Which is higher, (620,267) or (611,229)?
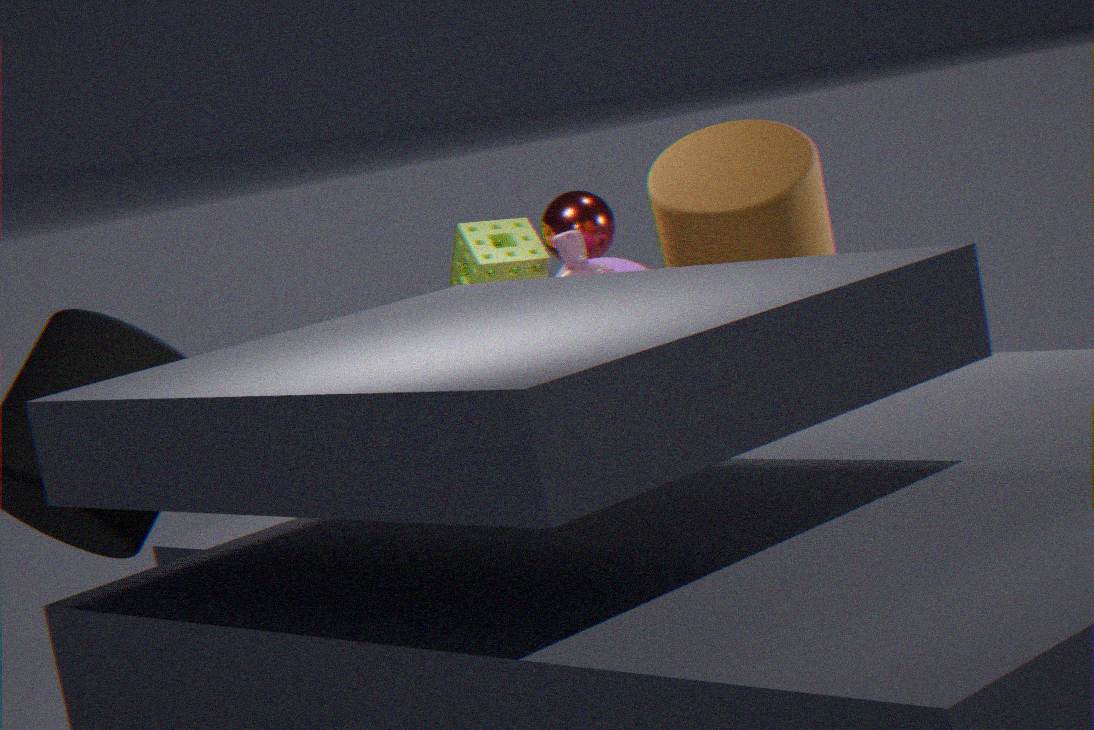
(611,229)
